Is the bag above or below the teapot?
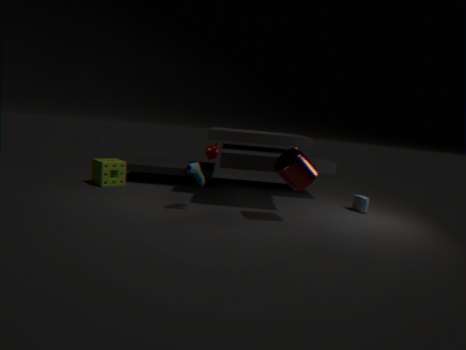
below
